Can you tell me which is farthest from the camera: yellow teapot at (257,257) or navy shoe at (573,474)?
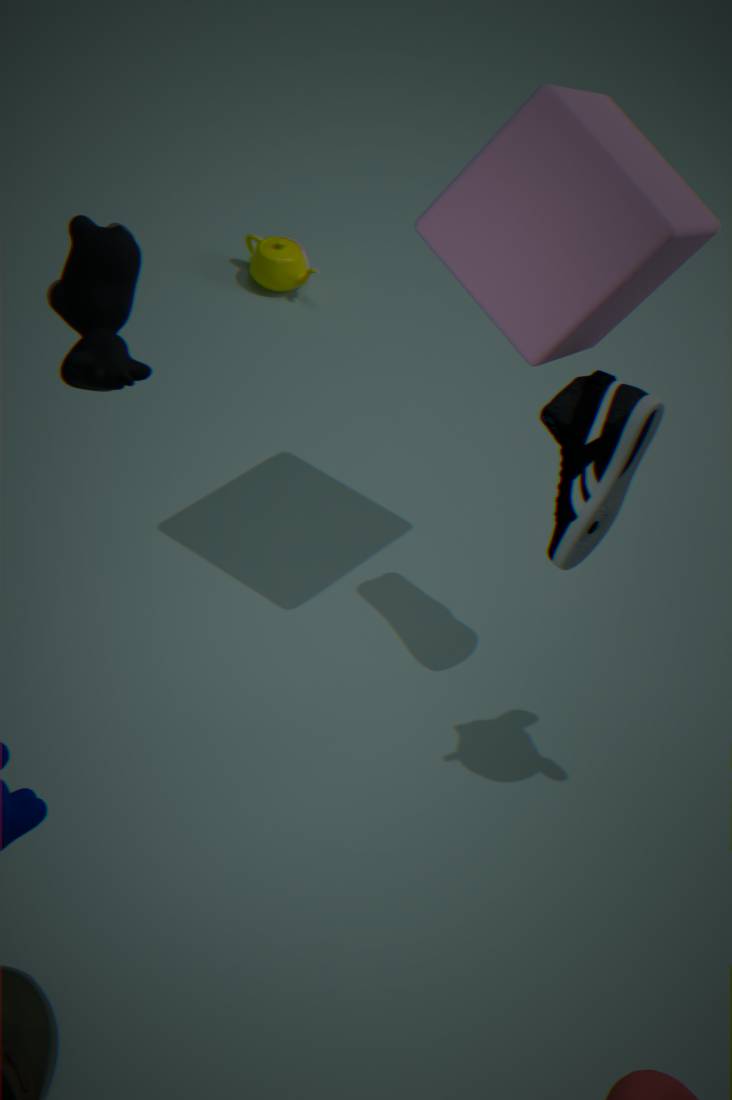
yellow teapot at (257,257)
